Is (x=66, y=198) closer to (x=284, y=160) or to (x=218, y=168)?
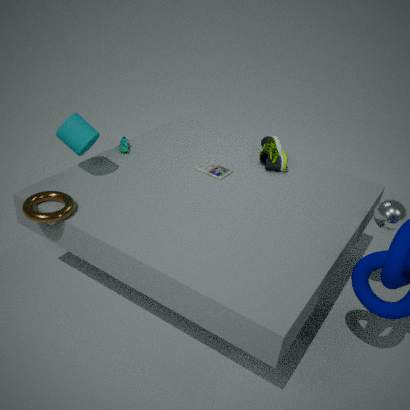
(x=218, y=168)
